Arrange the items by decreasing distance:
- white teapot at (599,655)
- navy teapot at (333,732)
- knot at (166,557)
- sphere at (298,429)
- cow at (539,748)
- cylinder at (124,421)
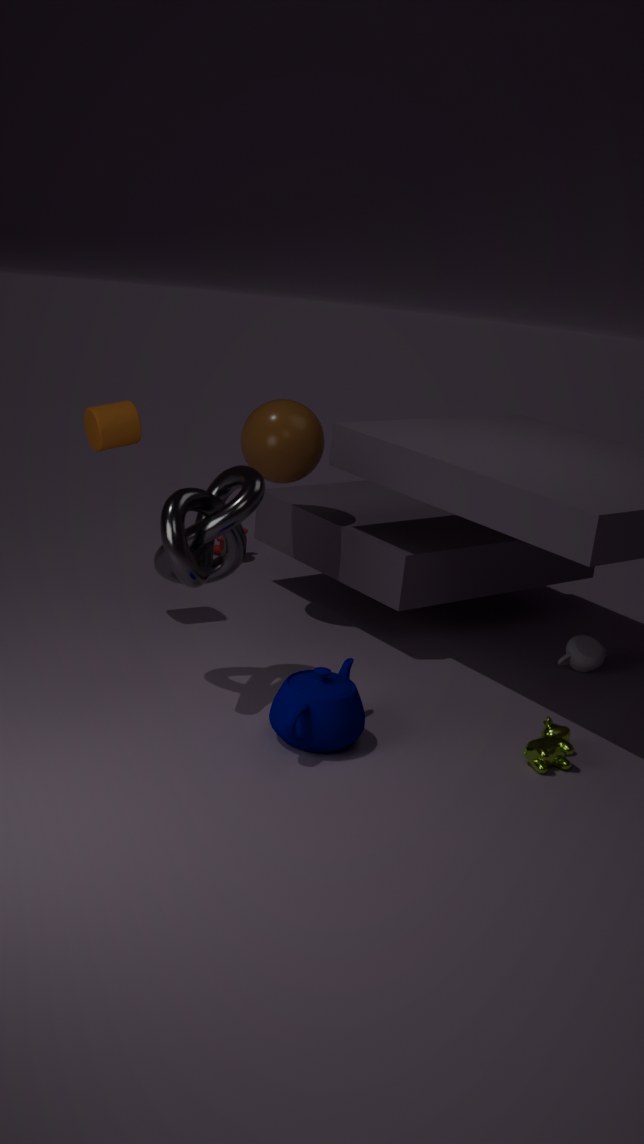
white teapot at (599,655) < sphere at (298,429) < cylinder at (124,421) < cow at (539,748) < knot at (166,557) < navy teapot at (333,732)
